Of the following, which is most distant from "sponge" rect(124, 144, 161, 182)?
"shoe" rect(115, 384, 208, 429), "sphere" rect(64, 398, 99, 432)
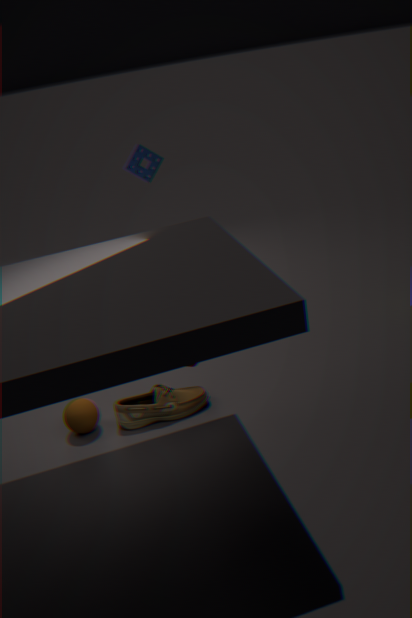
"sphere" rect(64, 398, 99, 432)
